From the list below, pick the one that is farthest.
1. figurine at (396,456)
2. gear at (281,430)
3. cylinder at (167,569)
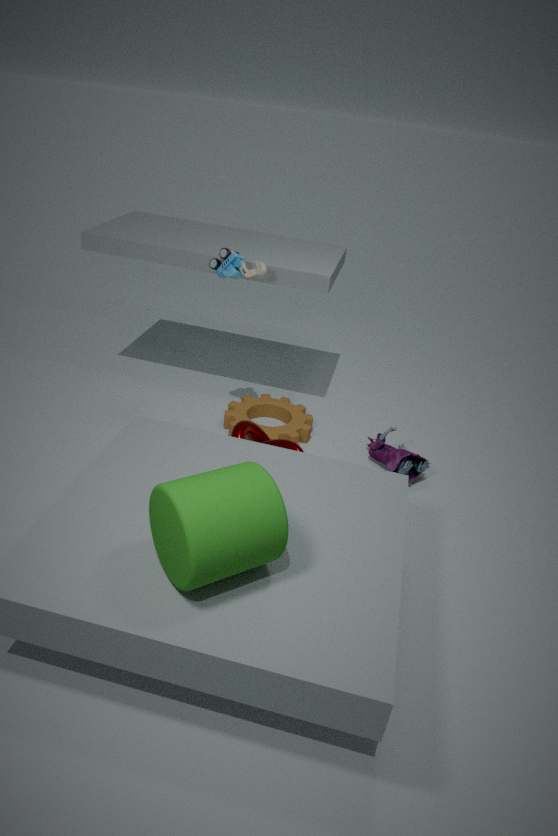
gear at (281,430)
